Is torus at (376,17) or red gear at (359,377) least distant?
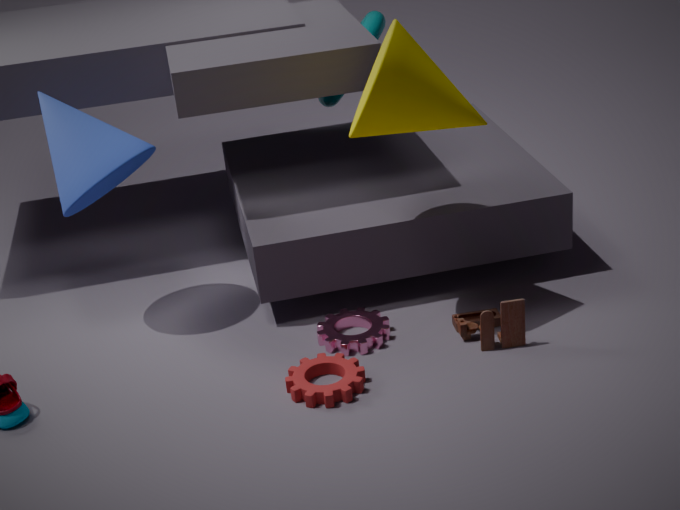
red gear at (359,377)
